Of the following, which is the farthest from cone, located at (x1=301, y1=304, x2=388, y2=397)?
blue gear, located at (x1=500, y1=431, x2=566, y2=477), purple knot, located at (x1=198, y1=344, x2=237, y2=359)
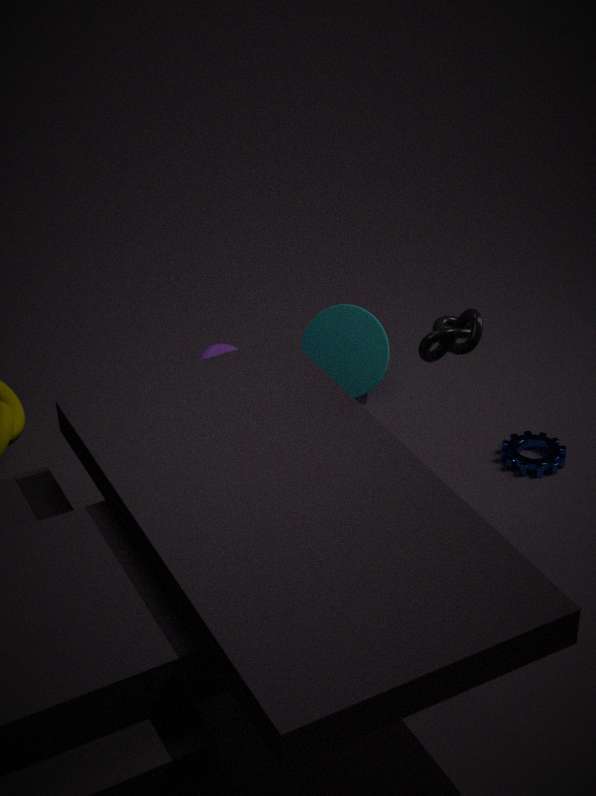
blue gear, located at (x1=500, y1=431, x2=566, y2=477)
